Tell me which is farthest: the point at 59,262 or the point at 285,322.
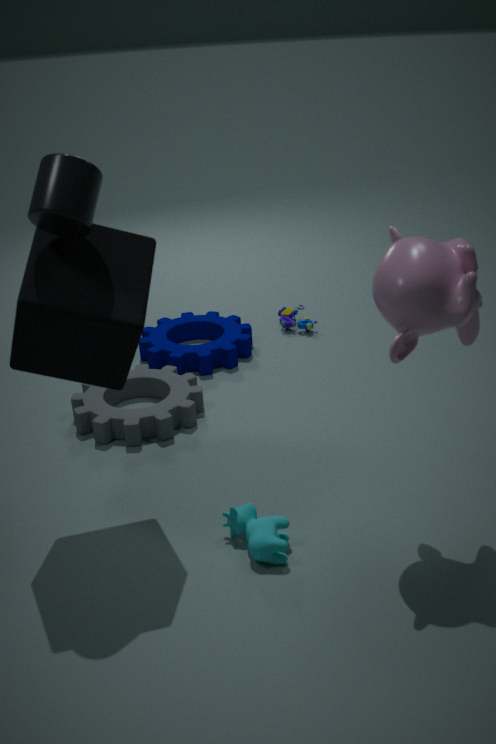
the point at 285,322
